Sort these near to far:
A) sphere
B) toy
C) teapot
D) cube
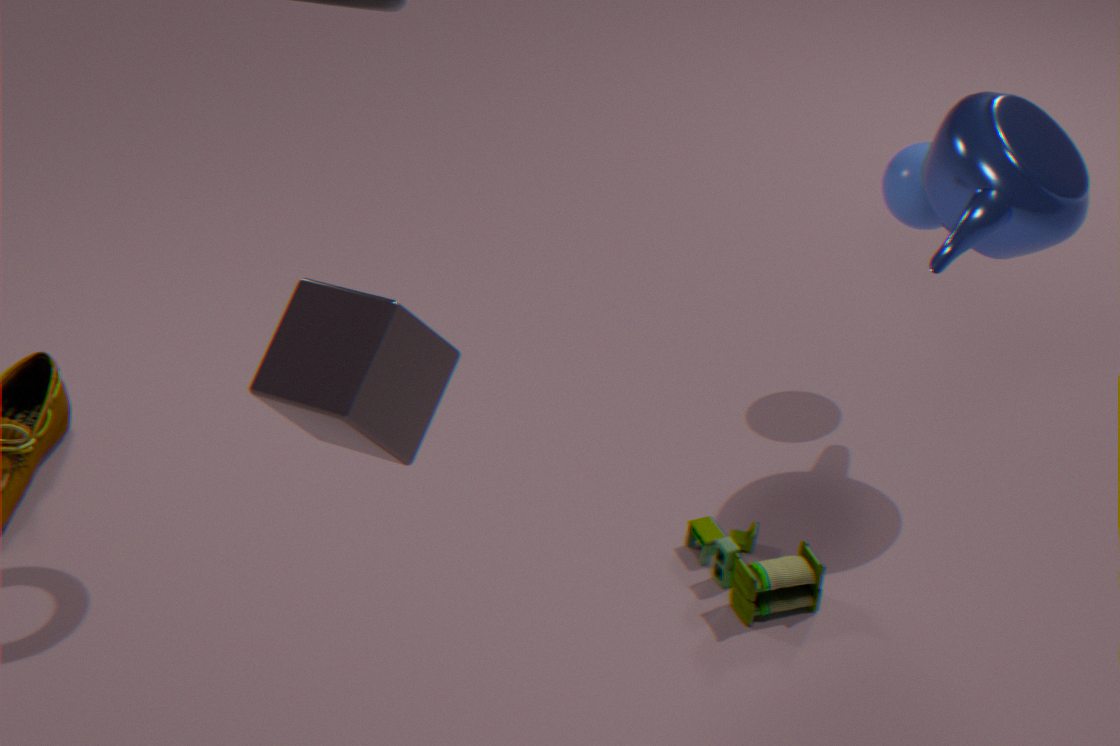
1. cube
2. toy
3. teapot
4. sphere
